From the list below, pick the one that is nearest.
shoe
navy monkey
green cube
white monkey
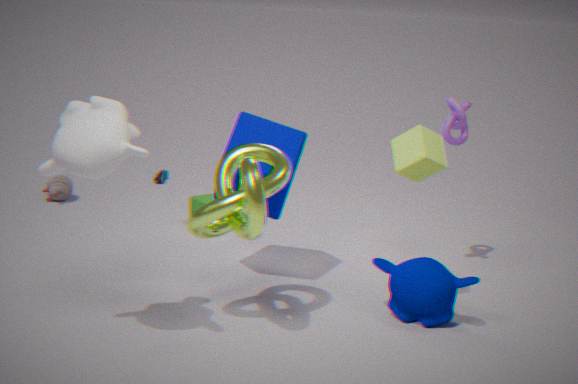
white monkey
